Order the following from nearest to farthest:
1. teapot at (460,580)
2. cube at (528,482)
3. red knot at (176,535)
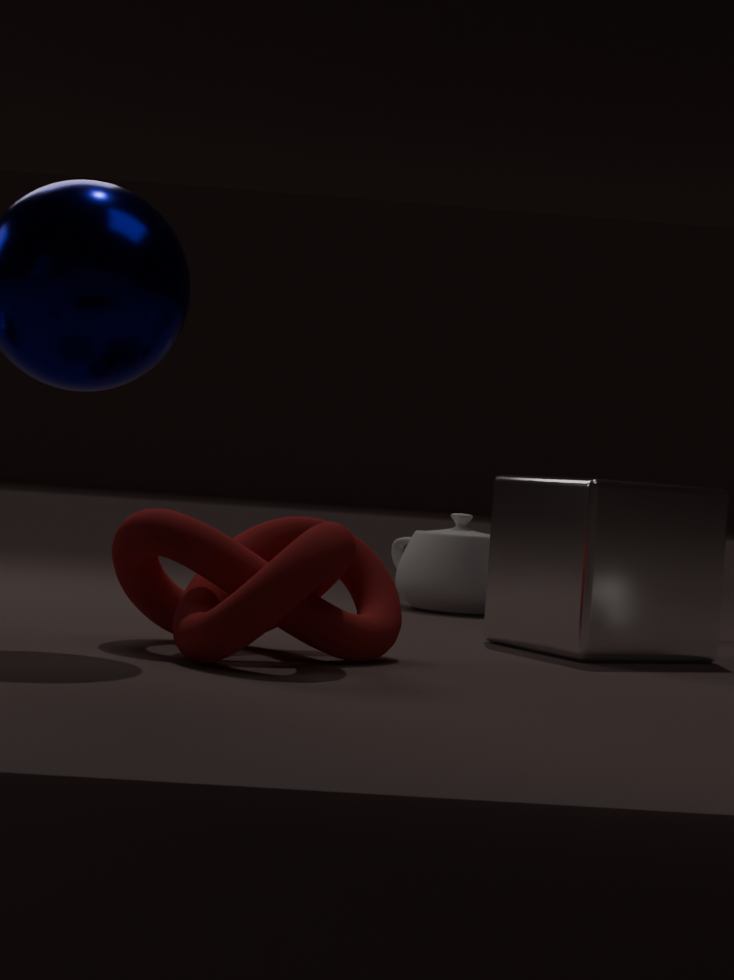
red knot at (176,535) < cube at (528,482) < teapot at (460,580)
